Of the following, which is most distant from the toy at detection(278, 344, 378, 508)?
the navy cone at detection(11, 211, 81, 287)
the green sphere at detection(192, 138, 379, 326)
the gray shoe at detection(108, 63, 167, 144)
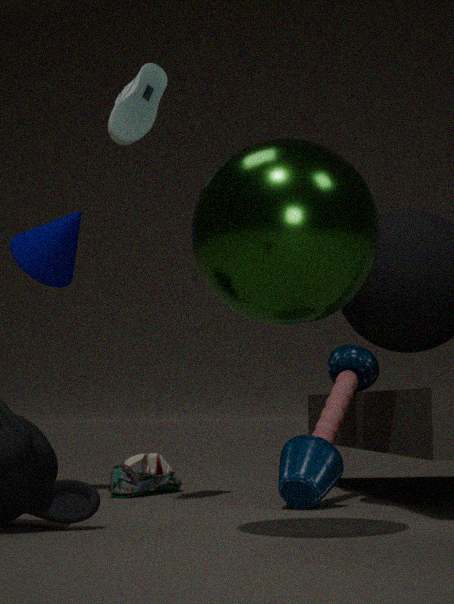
the gray shoe at detection(108, 63, 167, 144)
